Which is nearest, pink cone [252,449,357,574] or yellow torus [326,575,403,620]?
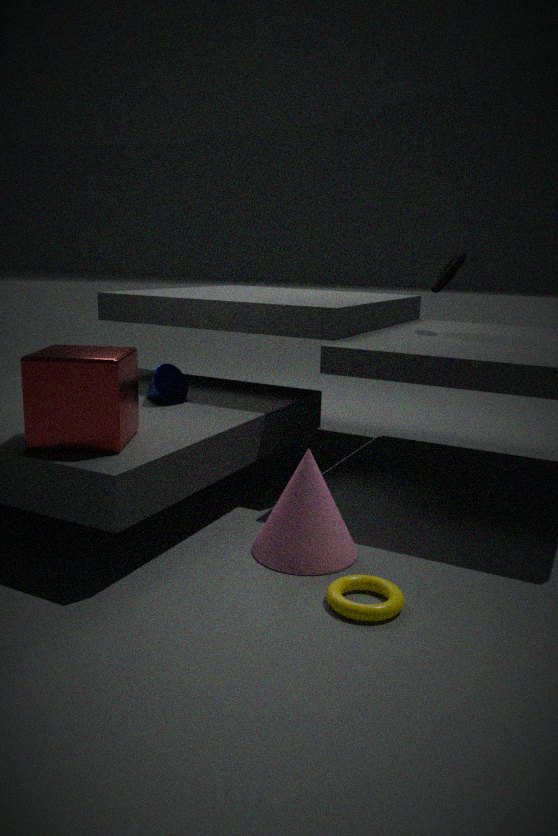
yellow torus [326,575,403,620]
